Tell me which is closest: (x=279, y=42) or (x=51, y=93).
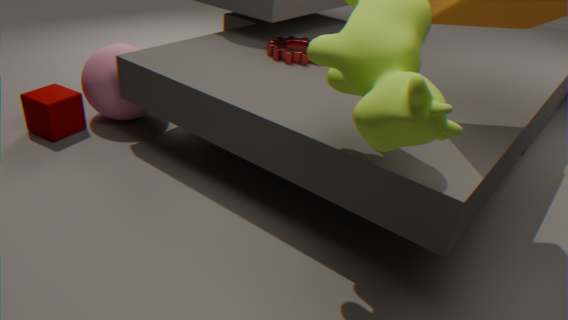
(x=51, y=93)
